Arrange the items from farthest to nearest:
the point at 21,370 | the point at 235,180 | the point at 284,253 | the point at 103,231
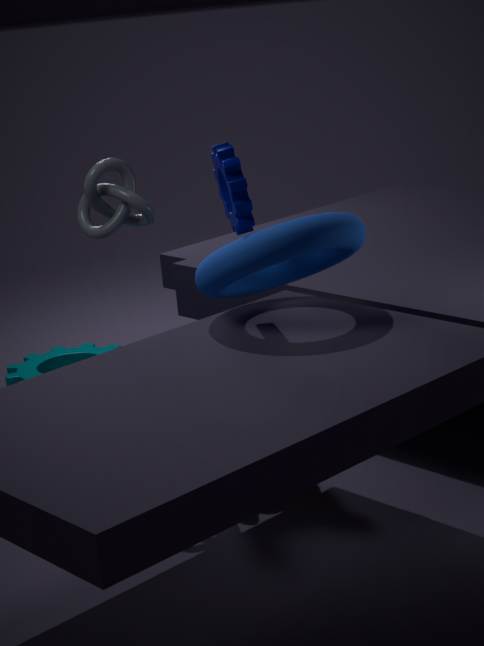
the point at 21,370, the point at 103,231, the point at 235,180, the point at 284,253
